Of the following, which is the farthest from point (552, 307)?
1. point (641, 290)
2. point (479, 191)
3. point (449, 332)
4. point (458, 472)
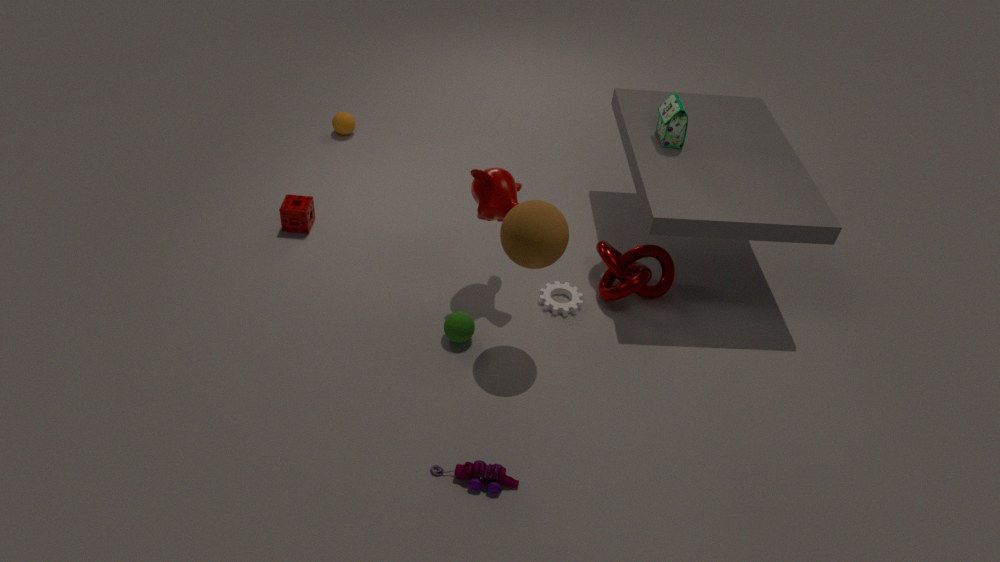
point (458, 472)
